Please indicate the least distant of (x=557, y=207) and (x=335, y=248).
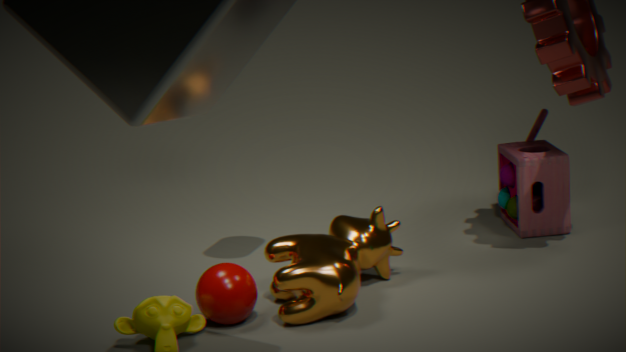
(x=335, y=248)
